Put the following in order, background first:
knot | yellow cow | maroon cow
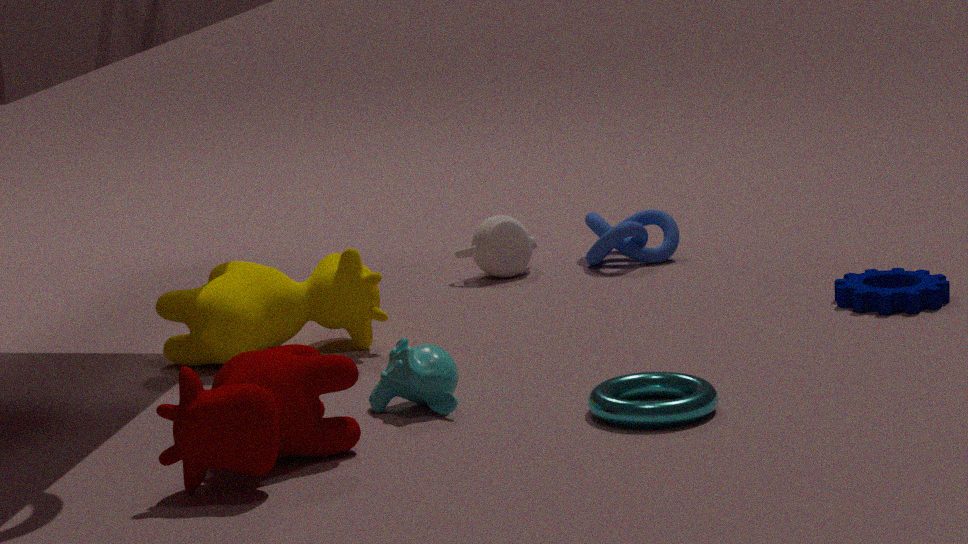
knot < yellow cow < maroon cow
